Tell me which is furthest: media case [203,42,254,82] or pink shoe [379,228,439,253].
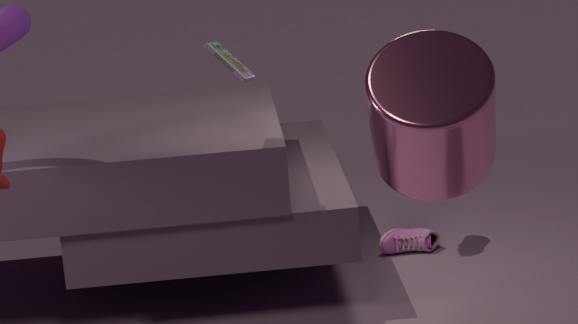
pink shoe [379,228,439,253]
